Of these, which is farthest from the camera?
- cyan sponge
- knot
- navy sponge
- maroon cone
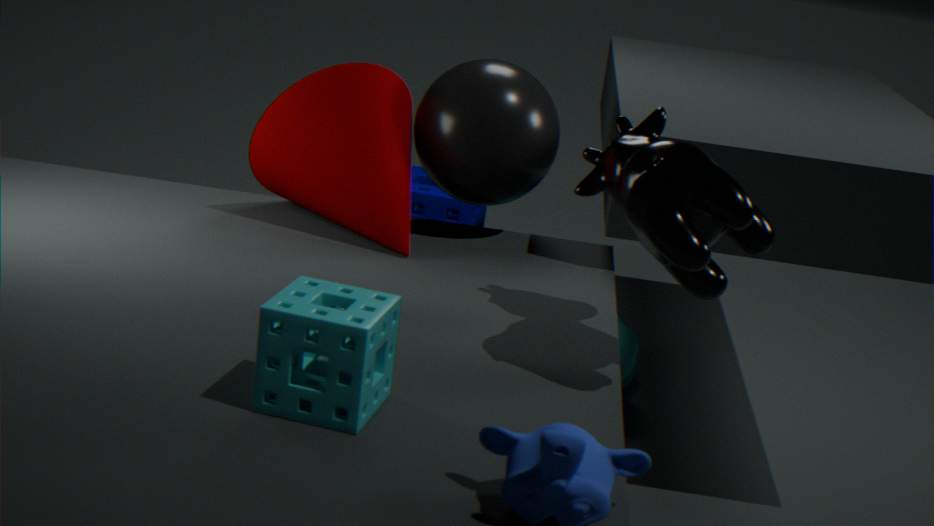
navy sponge
